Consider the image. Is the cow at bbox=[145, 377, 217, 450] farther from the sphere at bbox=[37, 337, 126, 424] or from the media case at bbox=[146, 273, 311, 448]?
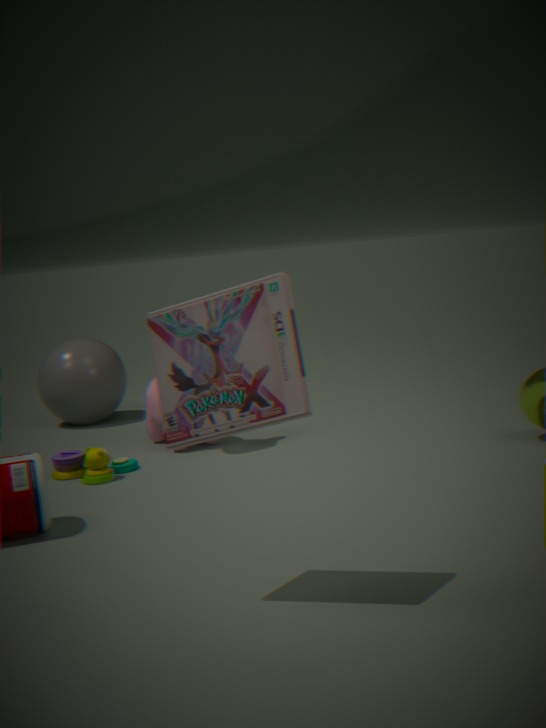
the media case at bbox=[146, 273, 311, 448]
